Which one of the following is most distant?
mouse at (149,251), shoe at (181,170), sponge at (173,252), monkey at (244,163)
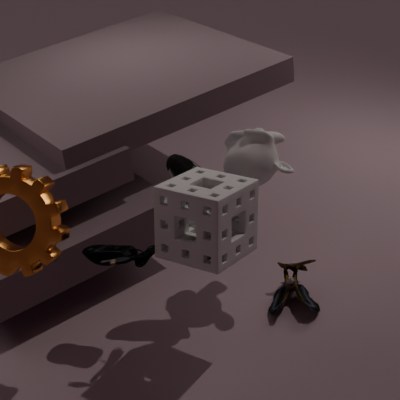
monkey at (244,163)
